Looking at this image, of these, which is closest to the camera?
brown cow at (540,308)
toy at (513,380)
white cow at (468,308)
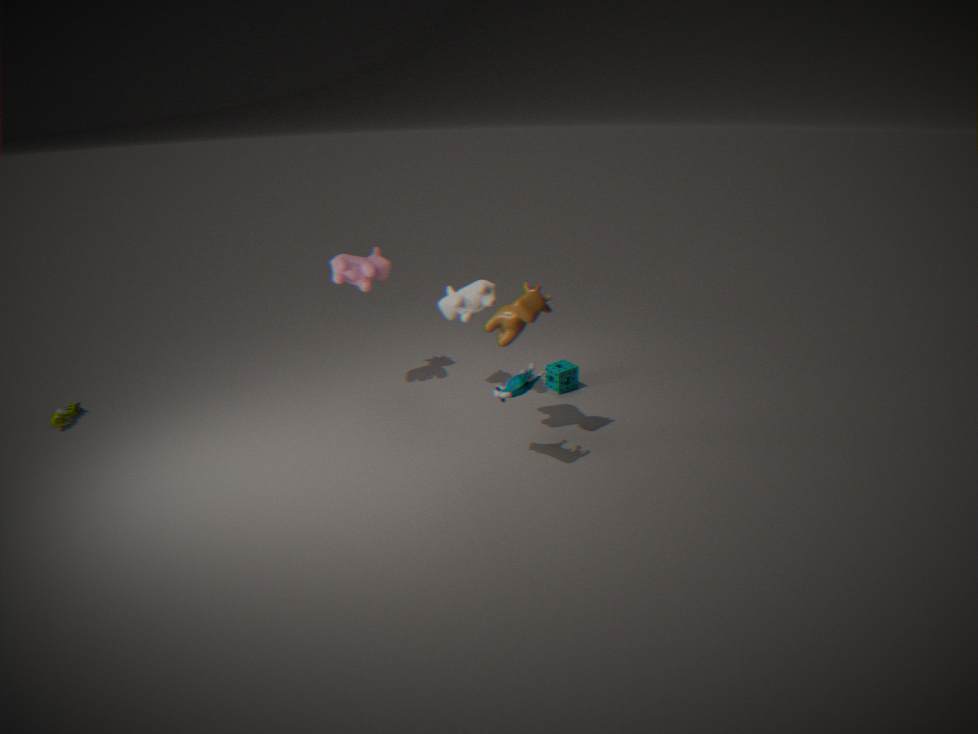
toy at (513,380)
